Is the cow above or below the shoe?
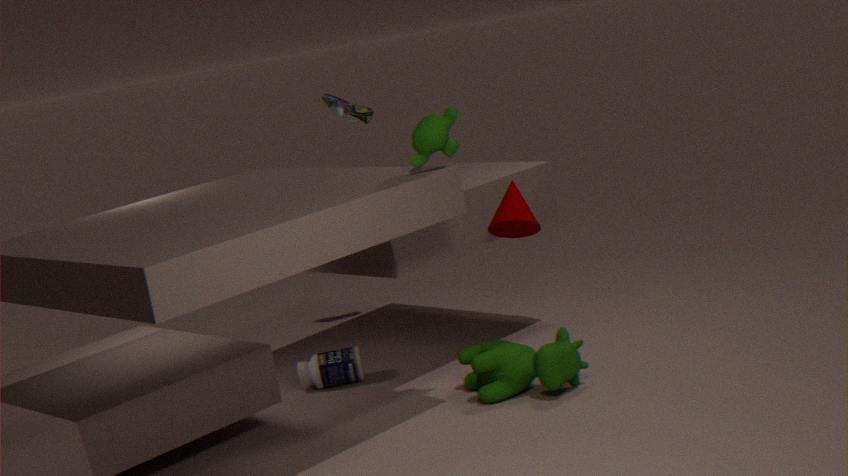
below
